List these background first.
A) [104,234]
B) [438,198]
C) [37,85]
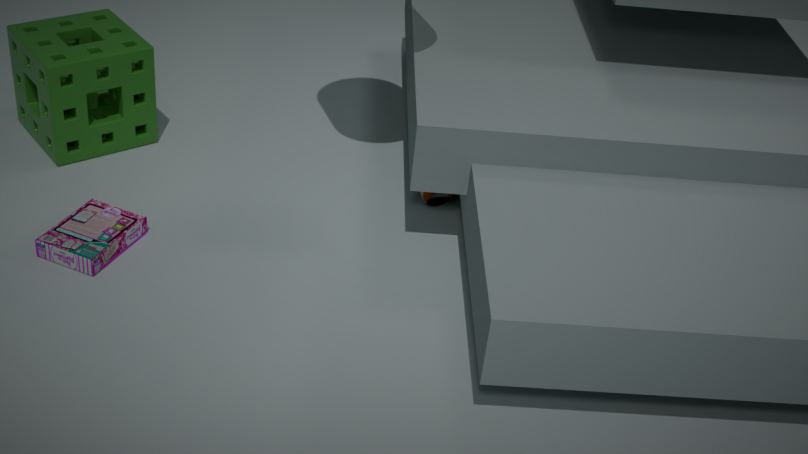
1. [438,198]
2. [37,85]
3. [104,234]
